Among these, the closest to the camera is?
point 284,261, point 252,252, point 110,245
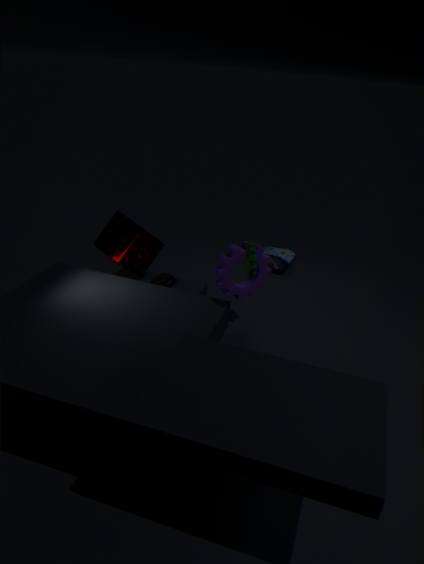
point 252,252
